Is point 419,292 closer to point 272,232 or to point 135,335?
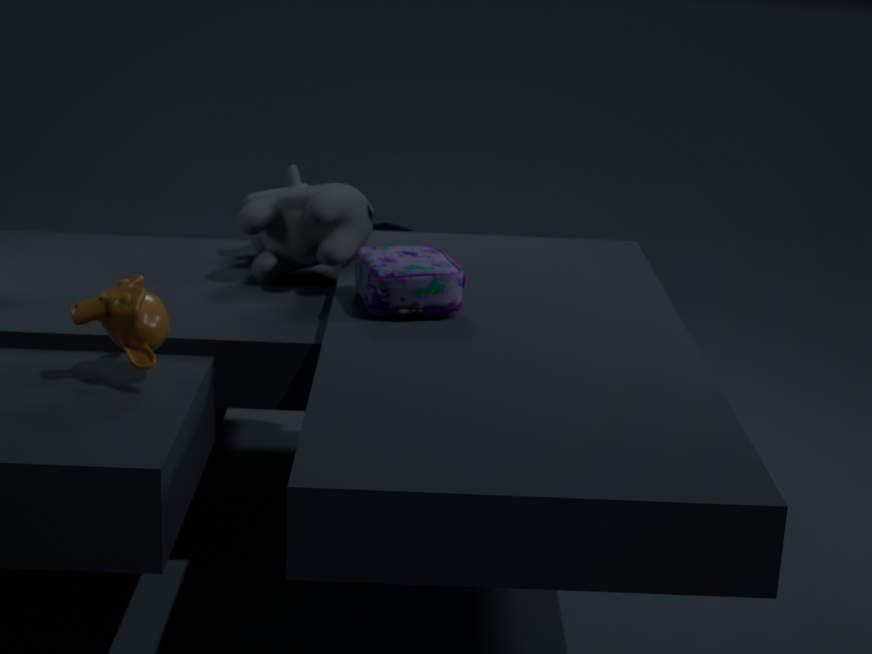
point 272,232
